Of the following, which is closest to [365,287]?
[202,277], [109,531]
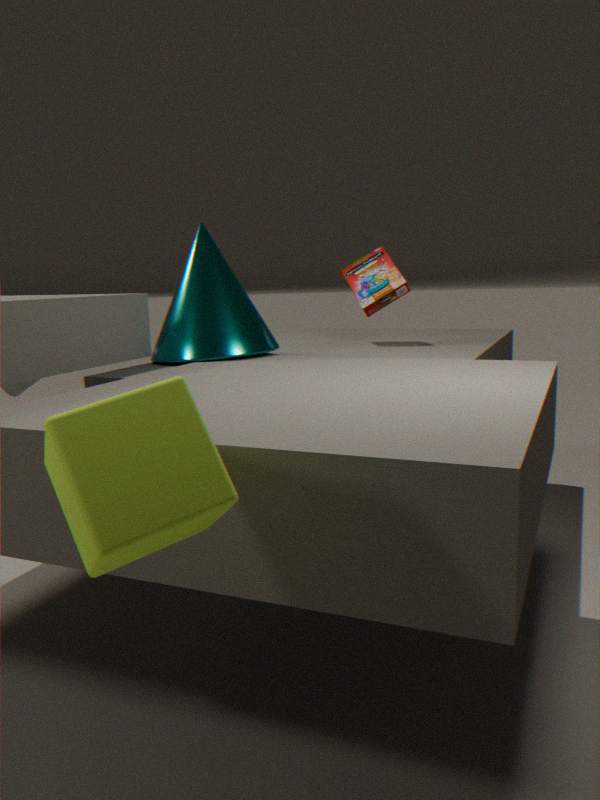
[202,277]
